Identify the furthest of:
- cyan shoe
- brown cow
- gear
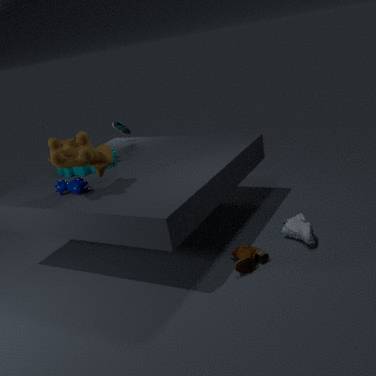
cyan shoe
